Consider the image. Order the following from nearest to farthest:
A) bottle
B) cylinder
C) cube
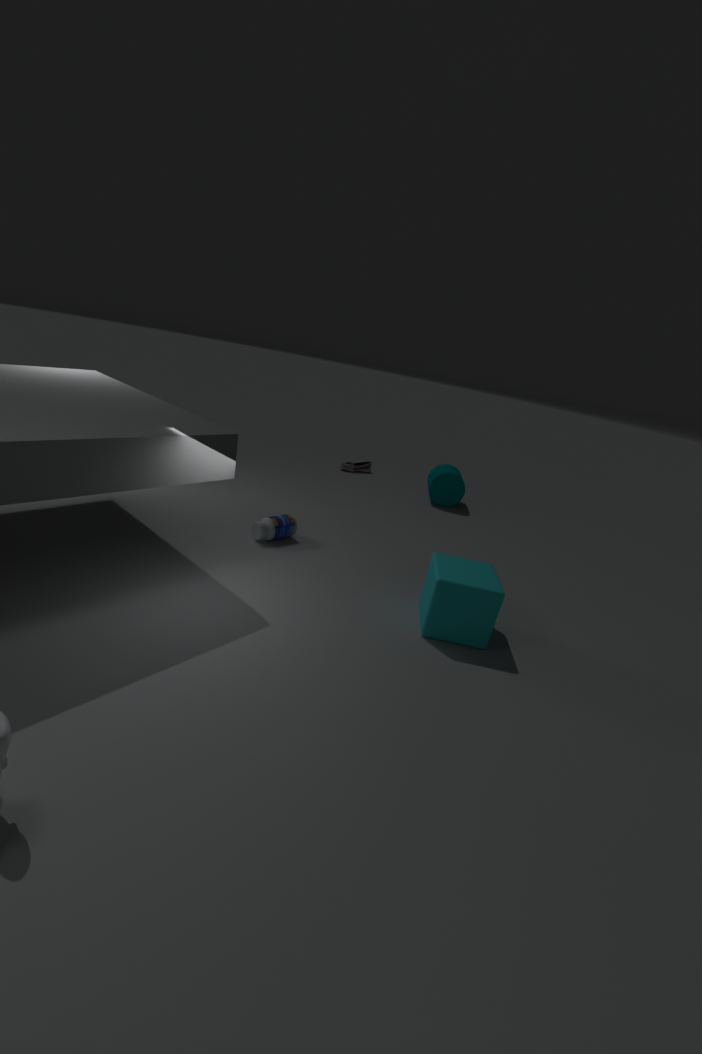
cube
bottle
cylinder
